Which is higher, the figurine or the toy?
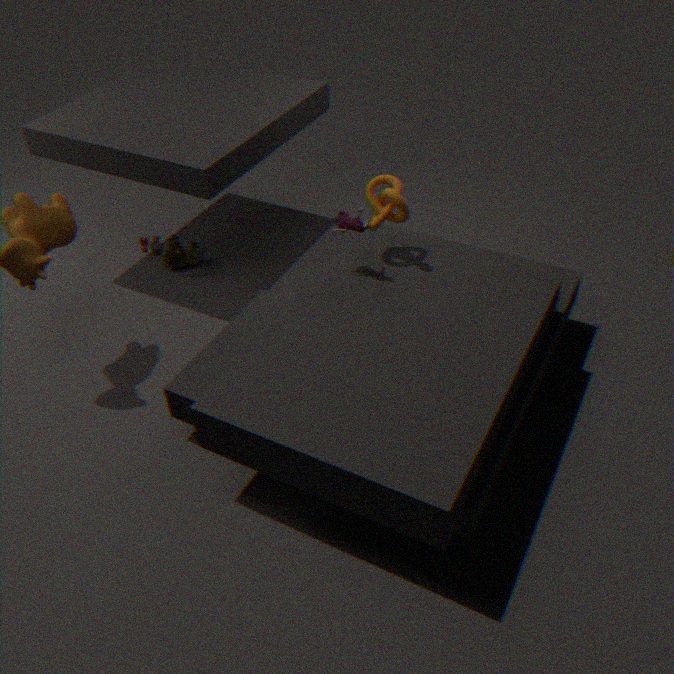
the figurine
